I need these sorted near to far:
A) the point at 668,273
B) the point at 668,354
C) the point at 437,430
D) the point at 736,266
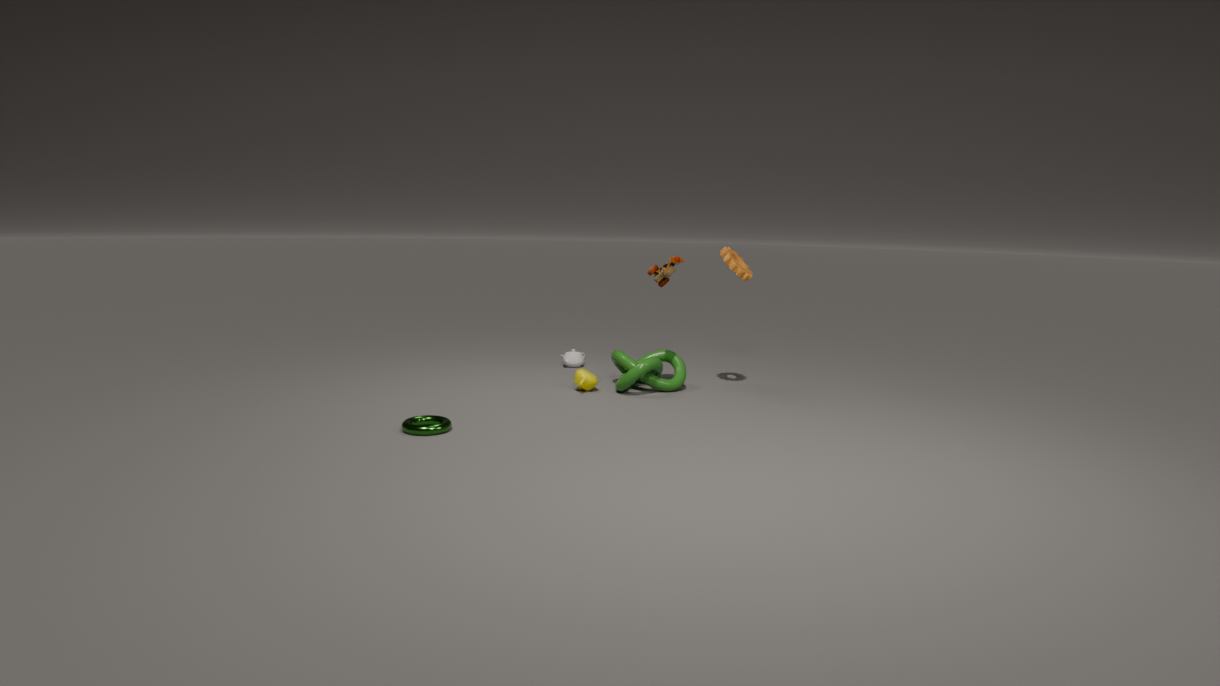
the point at 437,430
the point at 668,273
the point at 736,266
the point at 668,354
